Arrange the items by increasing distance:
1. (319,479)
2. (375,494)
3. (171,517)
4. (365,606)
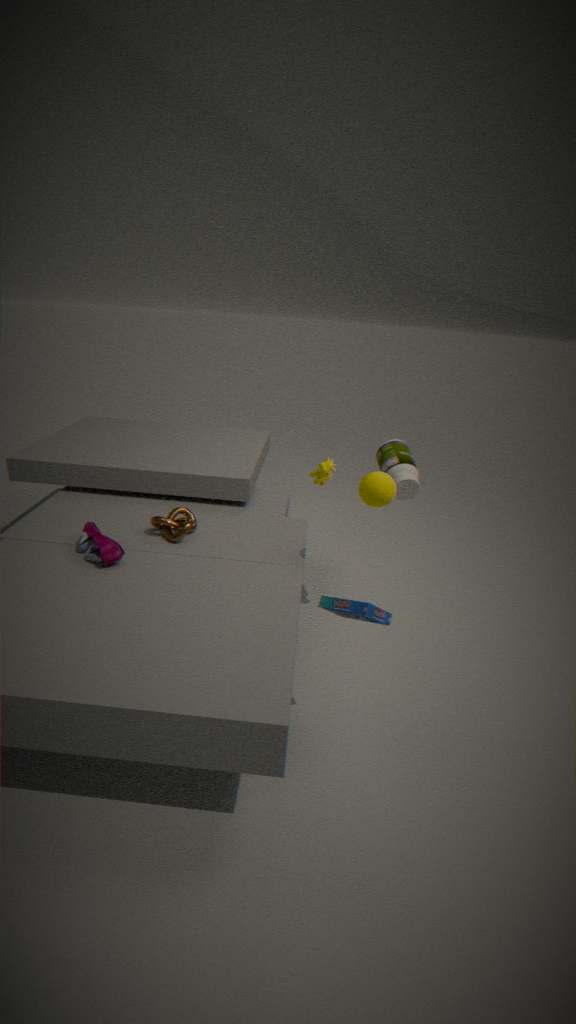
1. (365,606)
2. (375,494)
3. (171,517)
4. (319,479)
